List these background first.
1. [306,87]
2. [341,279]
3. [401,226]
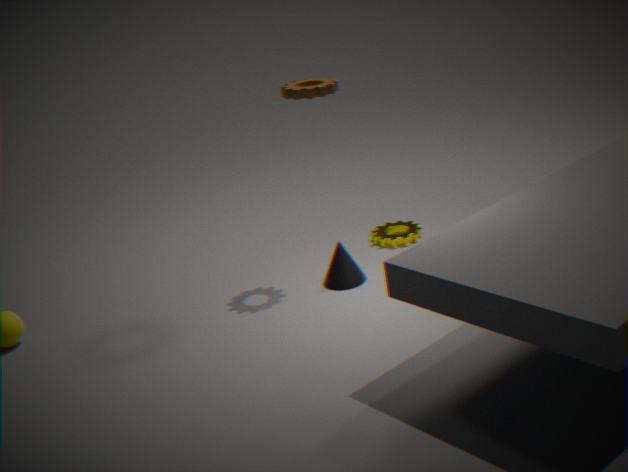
1. [401,226]
2. [341,279]
3. [306,87]
